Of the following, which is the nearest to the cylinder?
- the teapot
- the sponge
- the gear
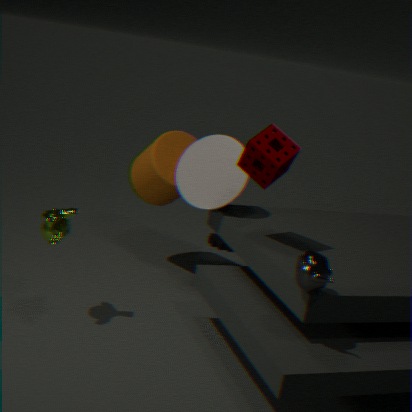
the gear
